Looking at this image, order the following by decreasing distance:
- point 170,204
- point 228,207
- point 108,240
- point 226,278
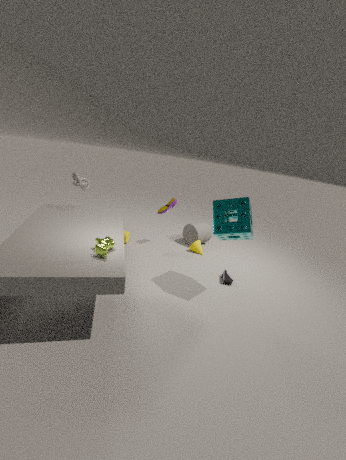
point 170,204, point 226,278, point 228,207, point 108,240
